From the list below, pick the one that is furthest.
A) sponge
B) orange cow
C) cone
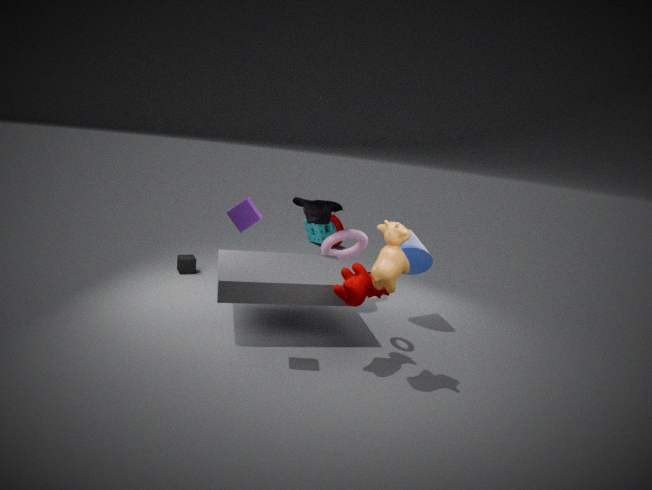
sponge
